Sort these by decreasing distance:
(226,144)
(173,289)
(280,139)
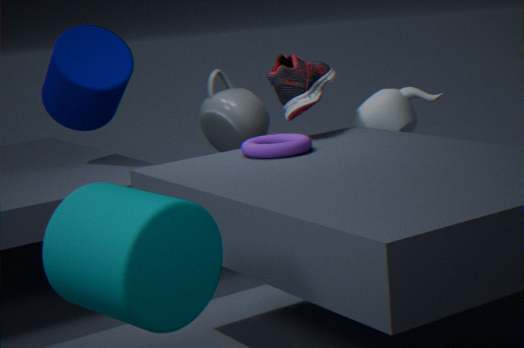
(226,144) < (280,139) < (173,289)
